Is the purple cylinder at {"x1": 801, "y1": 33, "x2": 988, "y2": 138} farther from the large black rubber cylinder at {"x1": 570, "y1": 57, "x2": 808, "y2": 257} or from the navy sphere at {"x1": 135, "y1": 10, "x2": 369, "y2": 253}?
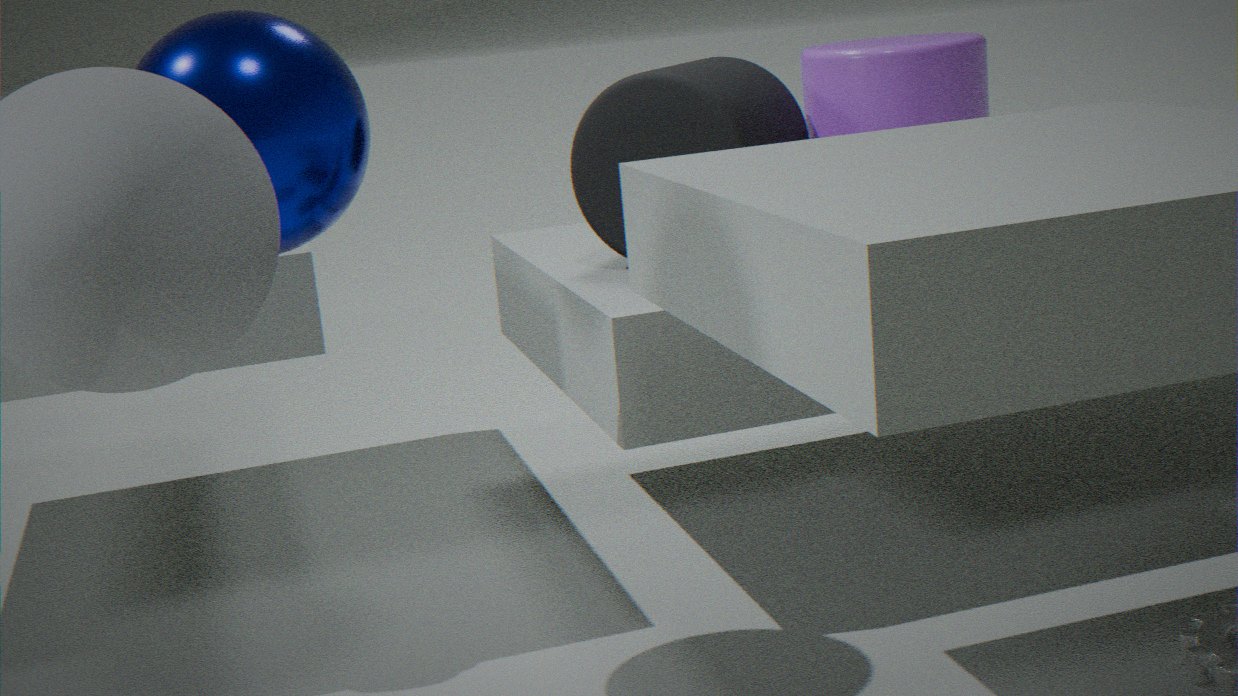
the navy sphere at {"x1": 135, "y1": 10, "x2": 369, "y2": 253}
